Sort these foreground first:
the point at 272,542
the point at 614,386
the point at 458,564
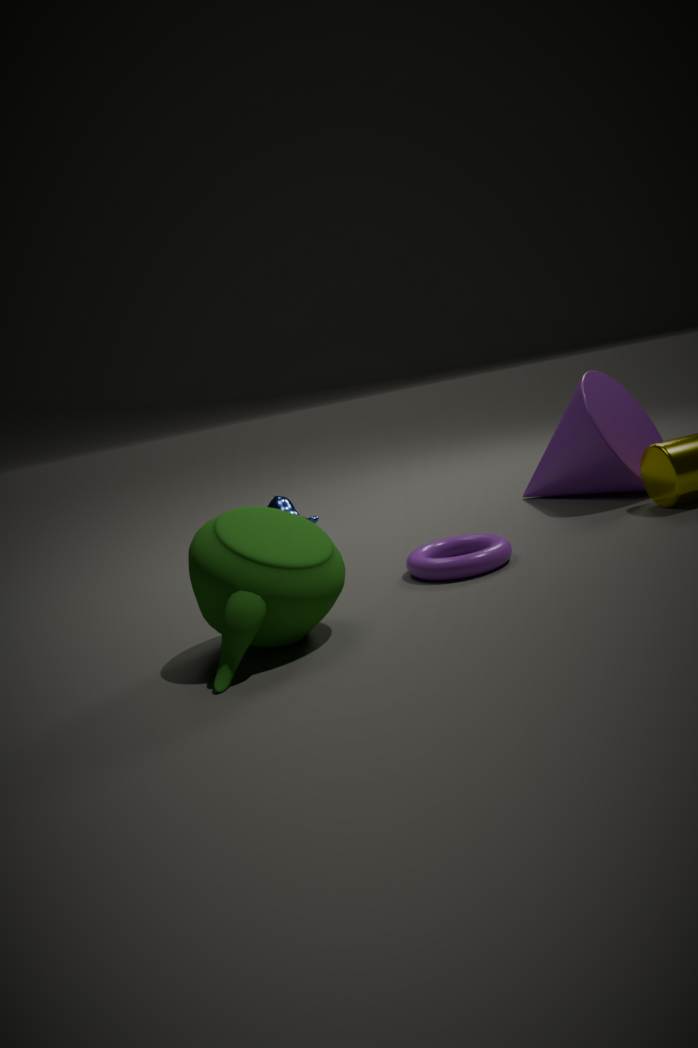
1. the point at 272,542
2. the point at 458,564
3. the point at 614,386
